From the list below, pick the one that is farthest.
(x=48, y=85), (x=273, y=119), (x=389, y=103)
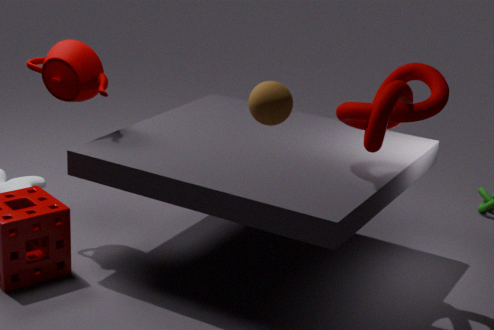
(x=48, y=85)
